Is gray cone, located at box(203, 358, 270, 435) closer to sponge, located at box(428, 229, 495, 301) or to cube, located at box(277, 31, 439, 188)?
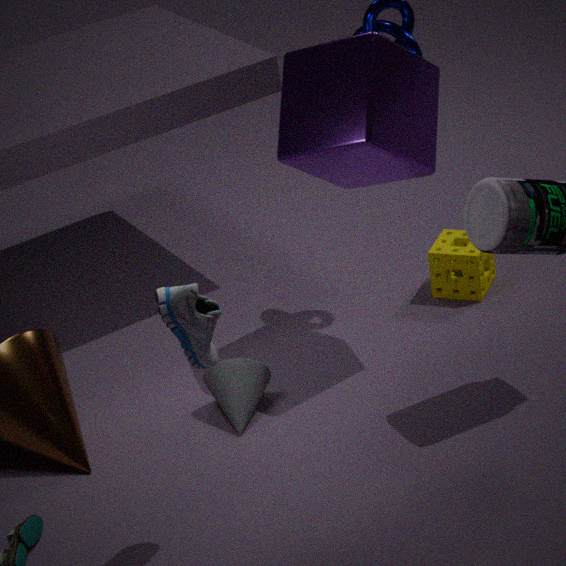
cube, located at box(277, 31, 439, 188)
